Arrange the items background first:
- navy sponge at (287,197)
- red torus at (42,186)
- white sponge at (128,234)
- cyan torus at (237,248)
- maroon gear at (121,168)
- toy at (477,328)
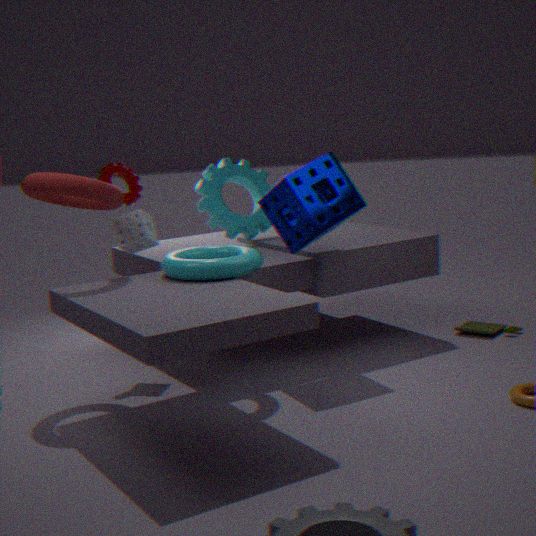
toy at (477,328) → maroon gear at (121,168) → white sponge at (128,234) → navy sponge at (287,197) → red torus at (42,186) → cyan torus at (237,248)
